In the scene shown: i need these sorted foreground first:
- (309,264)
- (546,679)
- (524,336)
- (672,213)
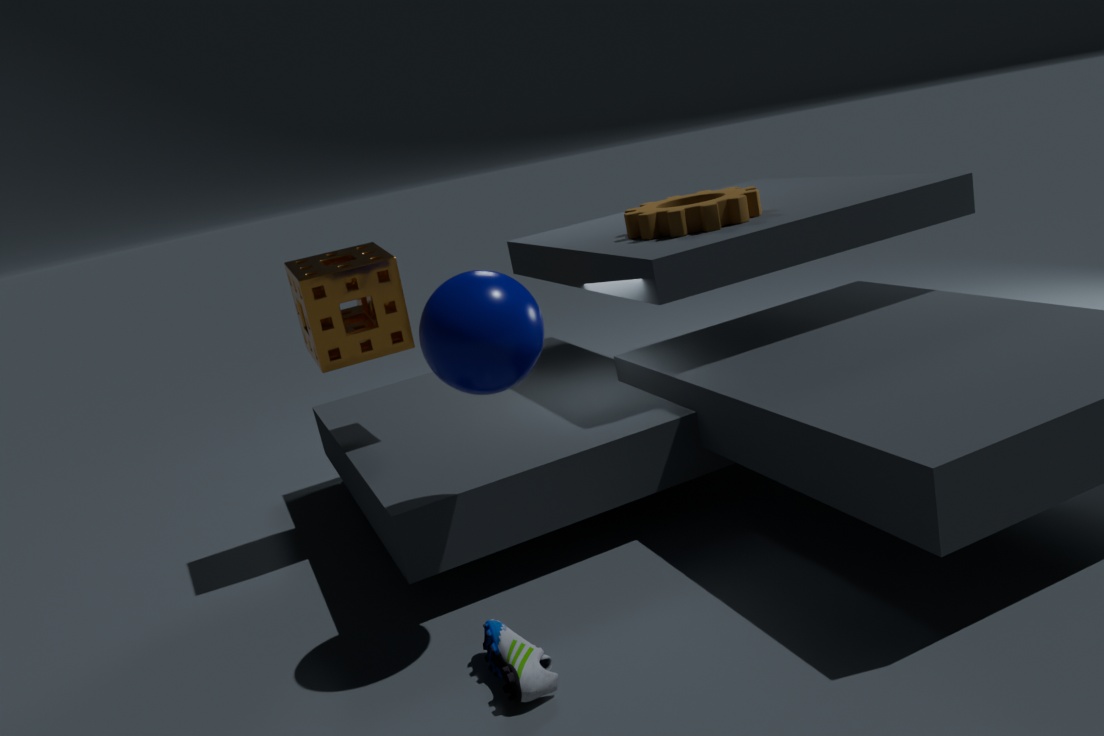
(546,679) < (524,336) < (309,264) < (672,213)
